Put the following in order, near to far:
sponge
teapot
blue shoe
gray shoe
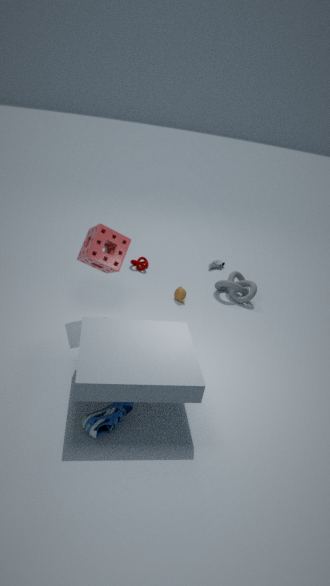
blue shoe < sponge < teapot < gray shoe
